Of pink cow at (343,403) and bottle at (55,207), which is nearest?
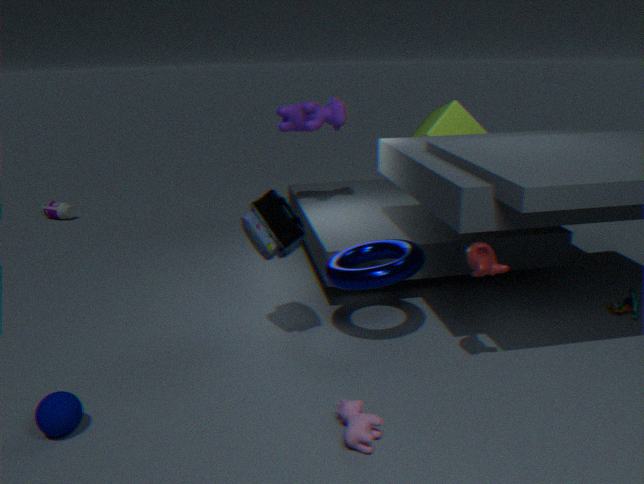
pink cow at (343,403)
